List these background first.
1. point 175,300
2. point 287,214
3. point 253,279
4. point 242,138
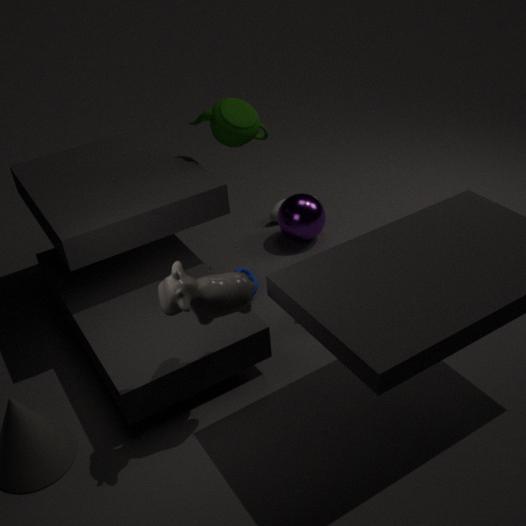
point 287,214
point 253,279
point 242,138
point 175,300
